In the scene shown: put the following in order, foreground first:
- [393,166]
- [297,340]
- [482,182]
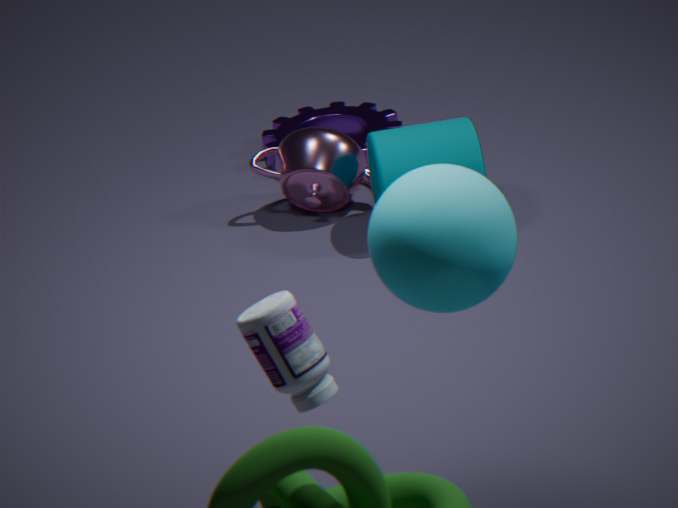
[297,340] < [482,182] < [393,166]
